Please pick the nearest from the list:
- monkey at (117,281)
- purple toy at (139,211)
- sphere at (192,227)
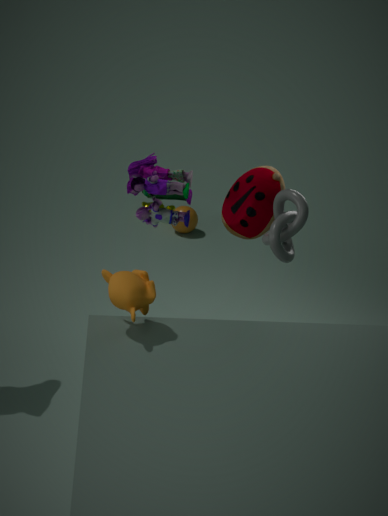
monkey at (117,281)
